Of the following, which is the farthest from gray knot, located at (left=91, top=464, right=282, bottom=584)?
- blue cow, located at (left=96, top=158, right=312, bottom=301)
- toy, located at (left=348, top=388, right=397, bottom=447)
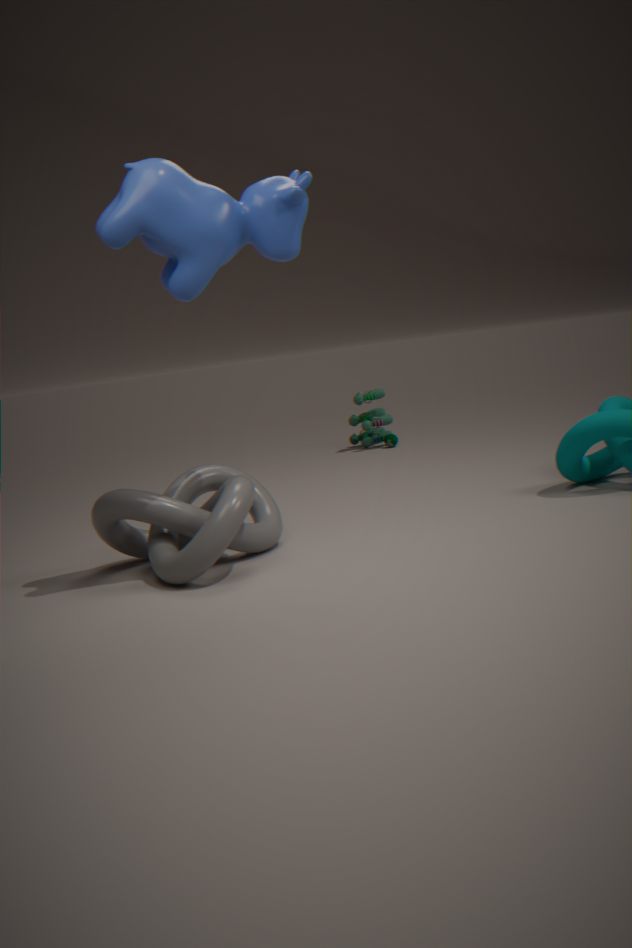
toy, located at (left=348, top=388, right=397, bottom=447)
